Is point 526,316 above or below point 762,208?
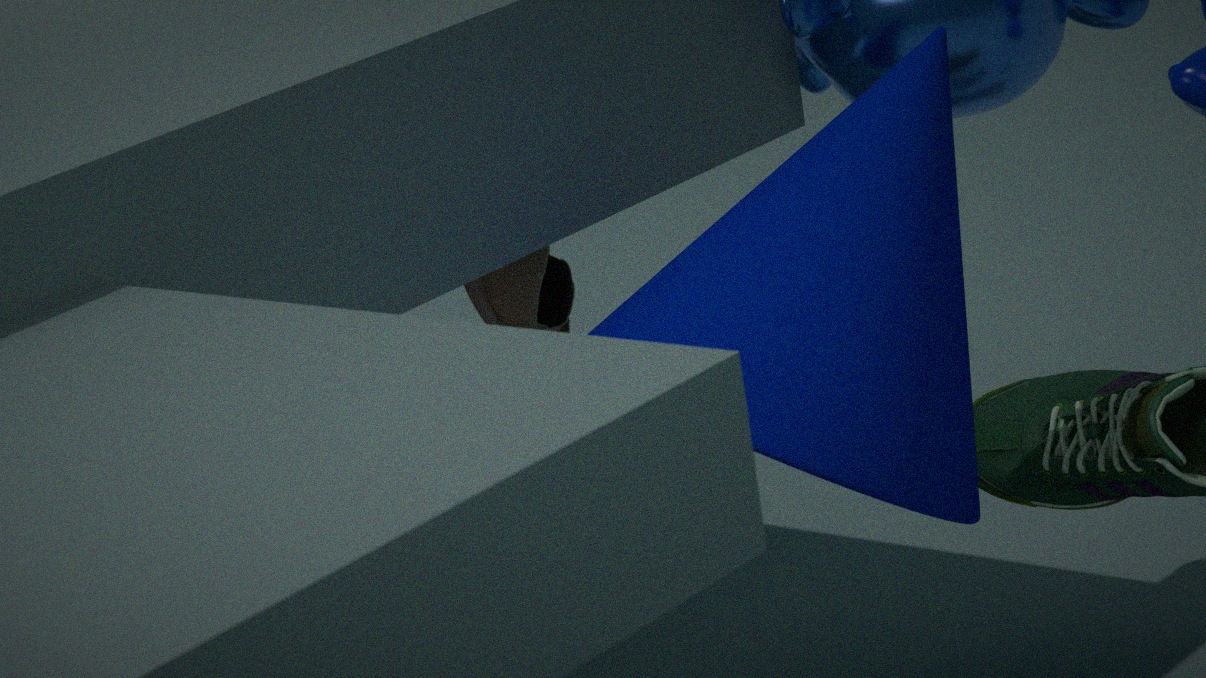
below
